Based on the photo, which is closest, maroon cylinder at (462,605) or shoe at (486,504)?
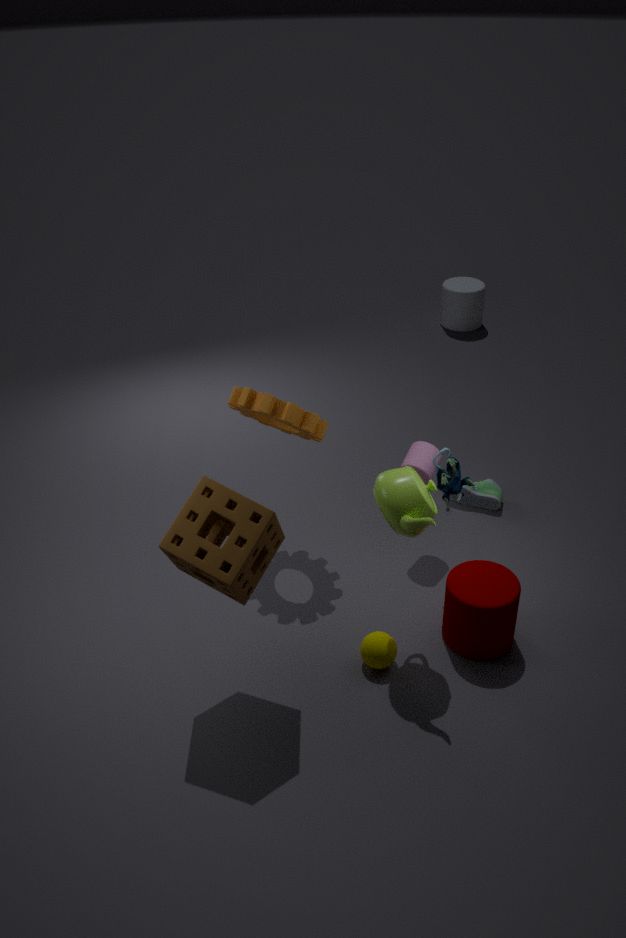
maroon cylinder at (462,605)
